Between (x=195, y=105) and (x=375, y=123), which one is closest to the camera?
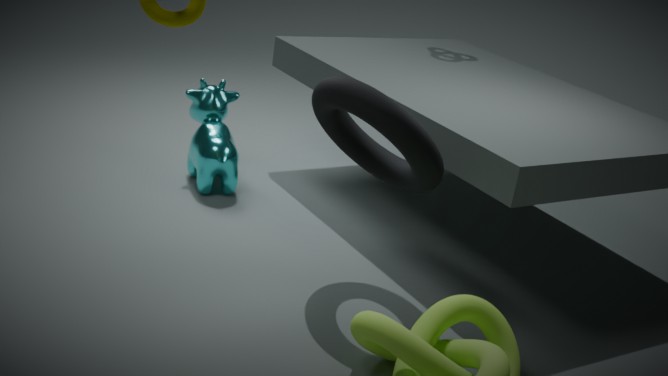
(x=375, y=123)
